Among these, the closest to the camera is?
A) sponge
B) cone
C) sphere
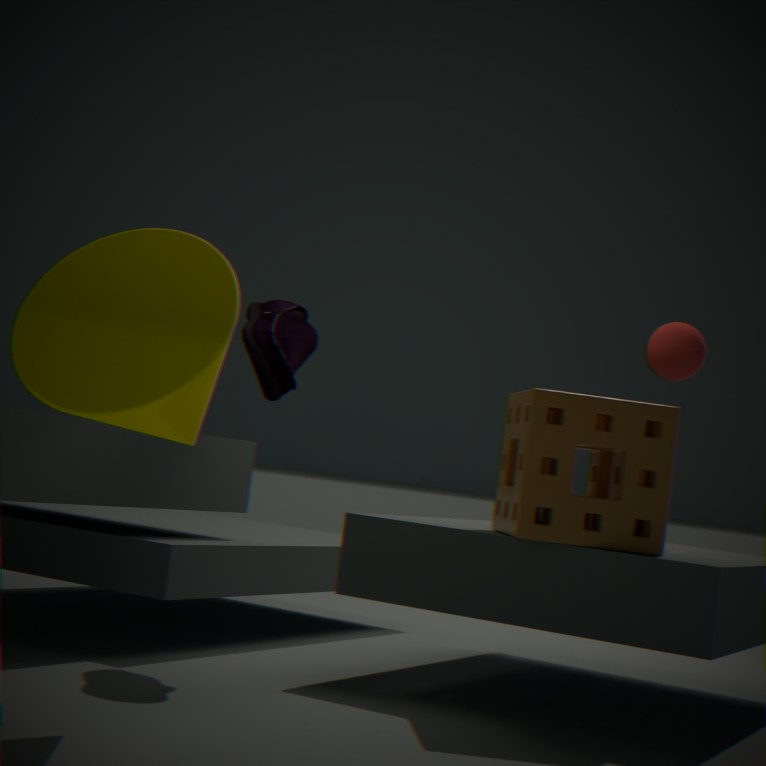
cone
